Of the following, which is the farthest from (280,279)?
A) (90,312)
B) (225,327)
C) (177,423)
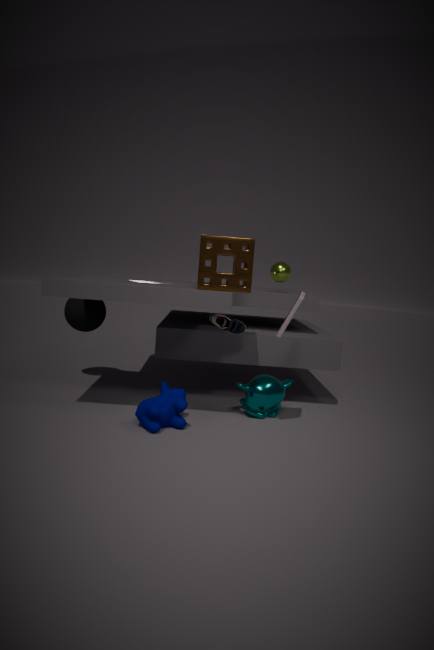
(90,312)
